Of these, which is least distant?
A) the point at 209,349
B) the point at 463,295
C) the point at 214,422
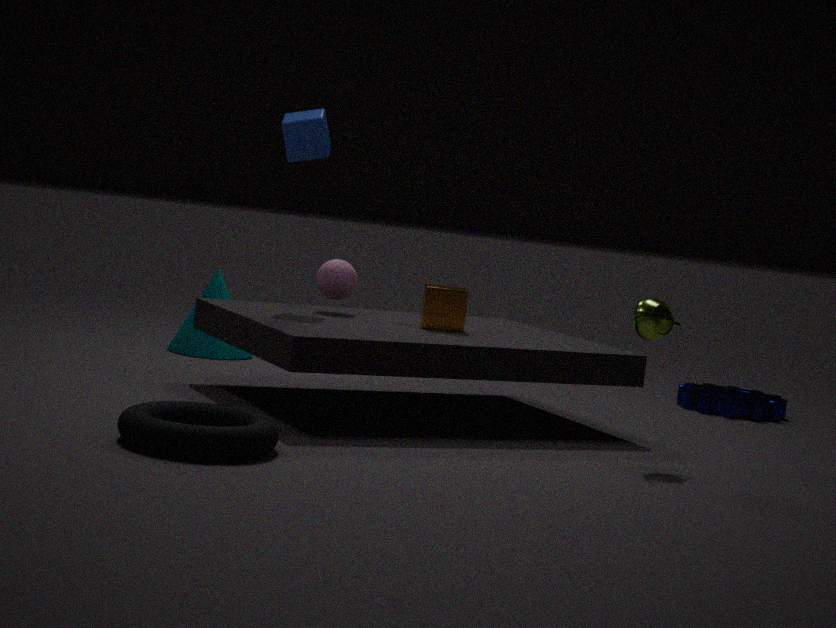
the point at 214,422
